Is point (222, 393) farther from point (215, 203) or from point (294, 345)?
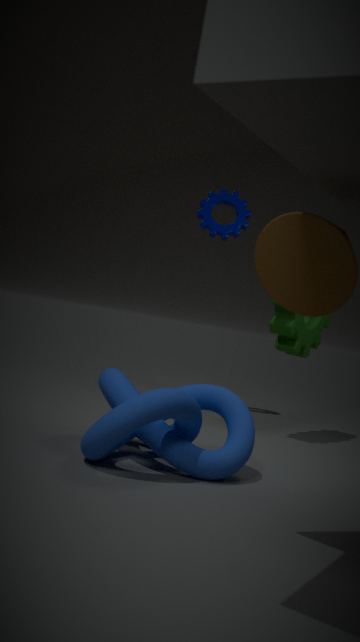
point (215, 203)
